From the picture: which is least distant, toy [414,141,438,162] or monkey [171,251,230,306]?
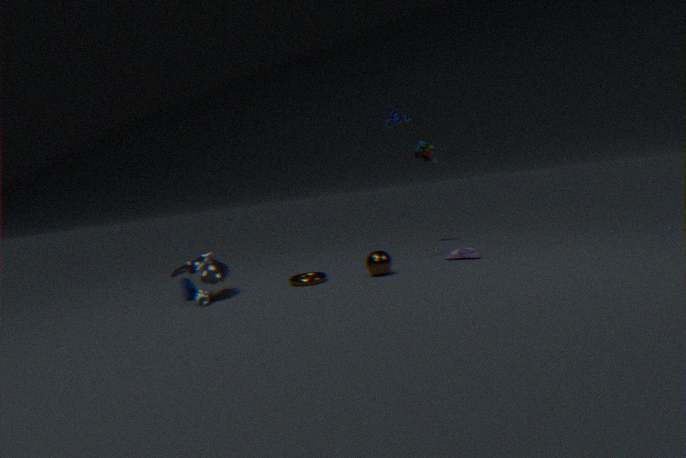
monkey [171,251,230,306]
